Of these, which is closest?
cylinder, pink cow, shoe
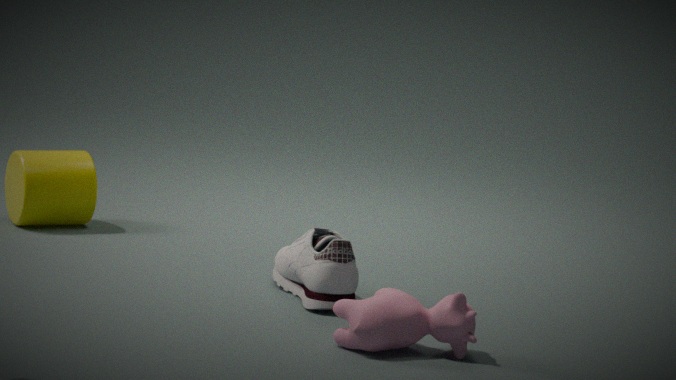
pink cow
